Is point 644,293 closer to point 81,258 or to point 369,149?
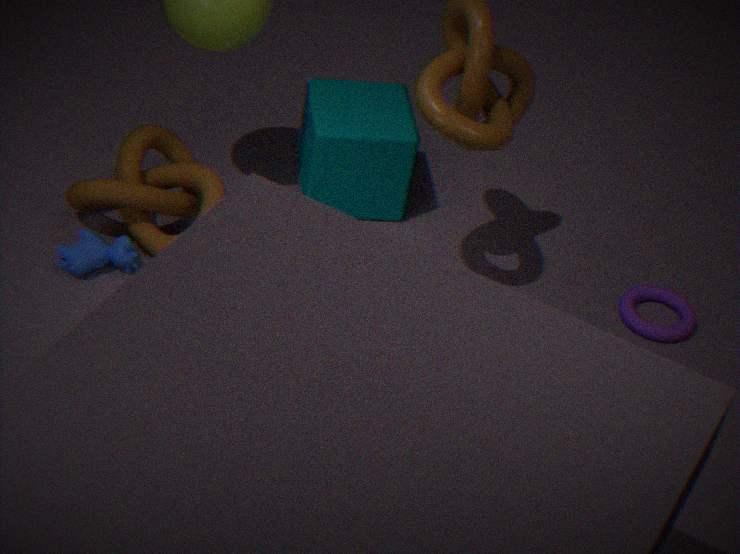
point 369,149
